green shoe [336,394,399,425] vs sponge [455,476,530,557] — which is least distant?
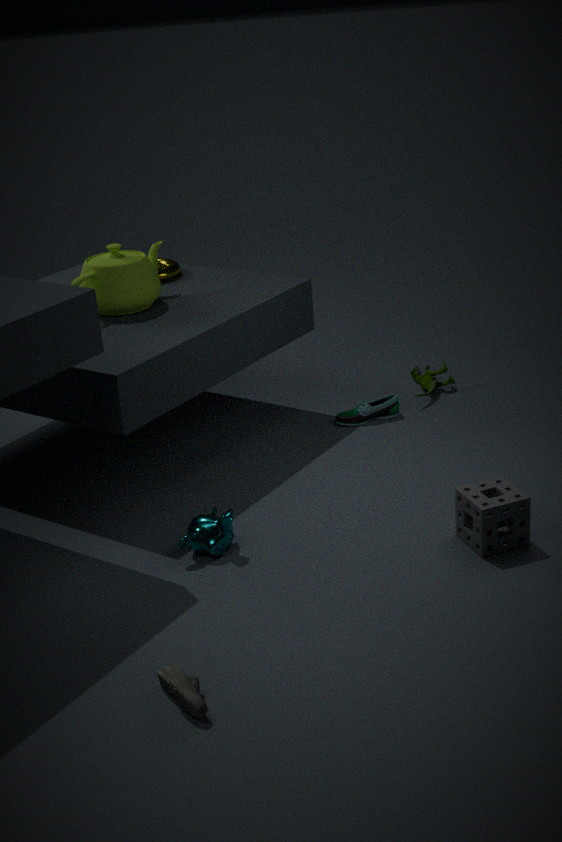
sponge [455,476,530,557]
